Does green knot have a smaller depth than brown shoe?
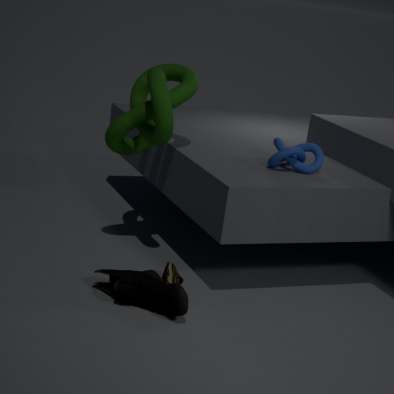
No
